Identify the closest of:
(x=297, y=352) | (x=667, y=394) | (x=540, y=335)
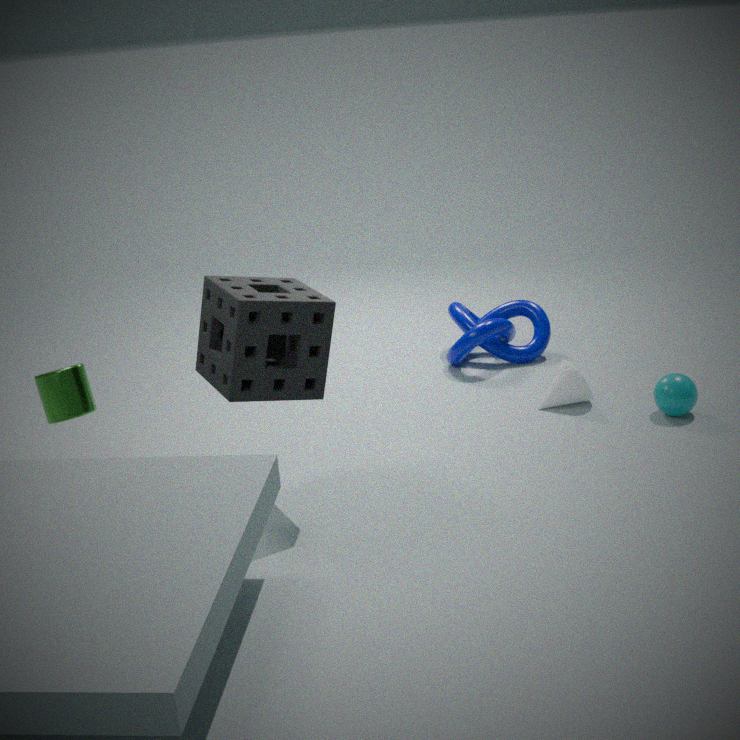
(x=297, y=352)
